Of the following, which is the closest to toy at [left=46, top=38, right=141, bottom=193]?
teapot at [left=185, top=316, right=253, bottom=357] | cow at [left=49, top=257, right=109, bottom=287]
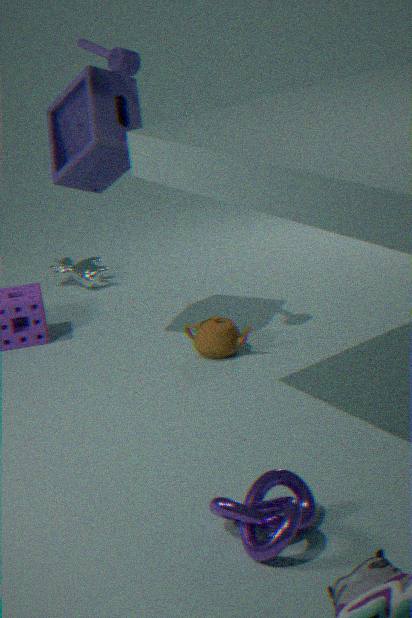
teapot at [left=185, top=316, right=253, bottom=357]
